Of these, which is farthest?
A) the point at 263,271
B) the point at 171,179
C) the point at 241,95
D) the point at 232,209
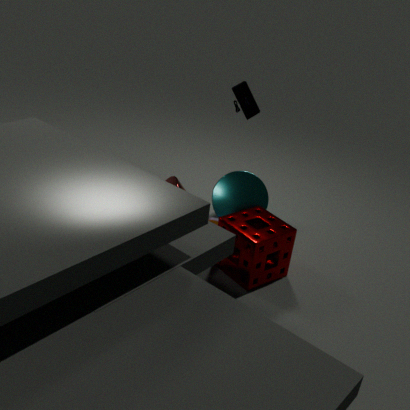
the point at 232,209
